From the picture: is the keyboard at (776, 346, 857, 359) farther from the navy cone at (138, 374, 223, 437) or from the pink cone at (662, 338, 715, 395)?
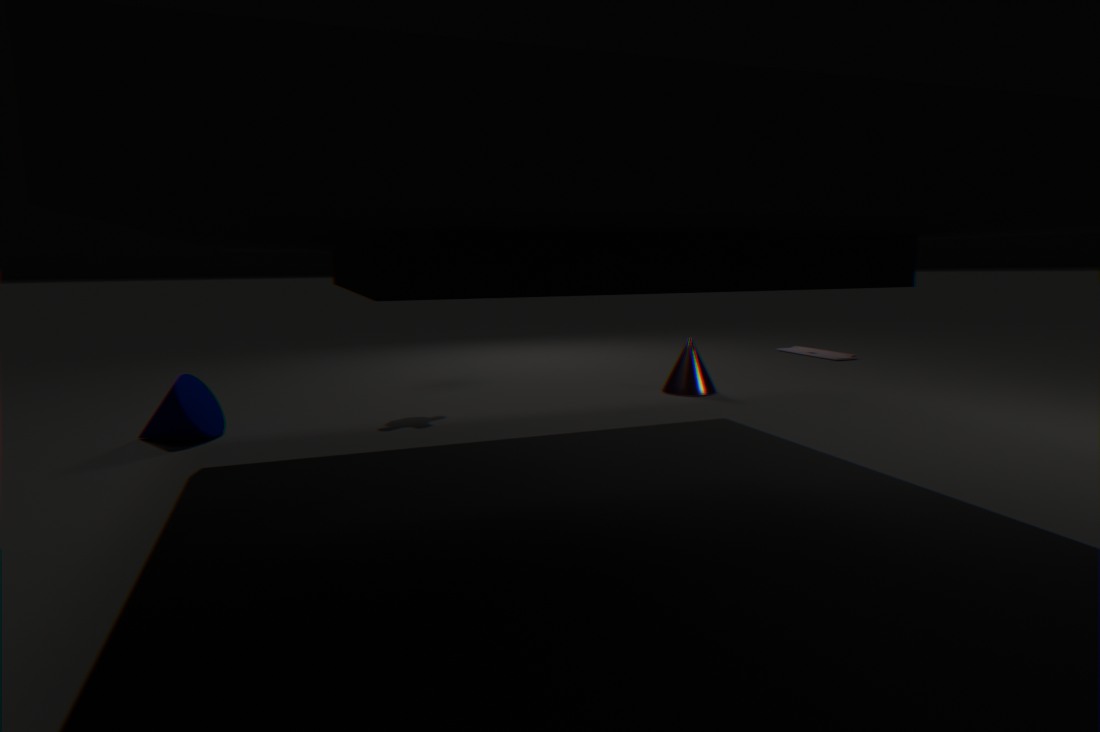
the navy cone at (138, 374, 223, 437)
